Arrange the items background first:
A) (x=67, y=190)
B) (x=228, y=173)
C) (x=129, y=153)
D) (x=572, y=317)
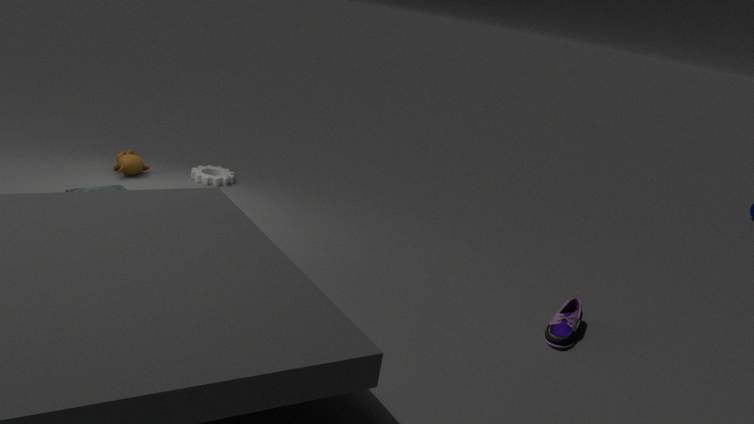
(x=228, y=173) → (x=129, y=153) → (x=67, y=190) → (x=572, y=317)
